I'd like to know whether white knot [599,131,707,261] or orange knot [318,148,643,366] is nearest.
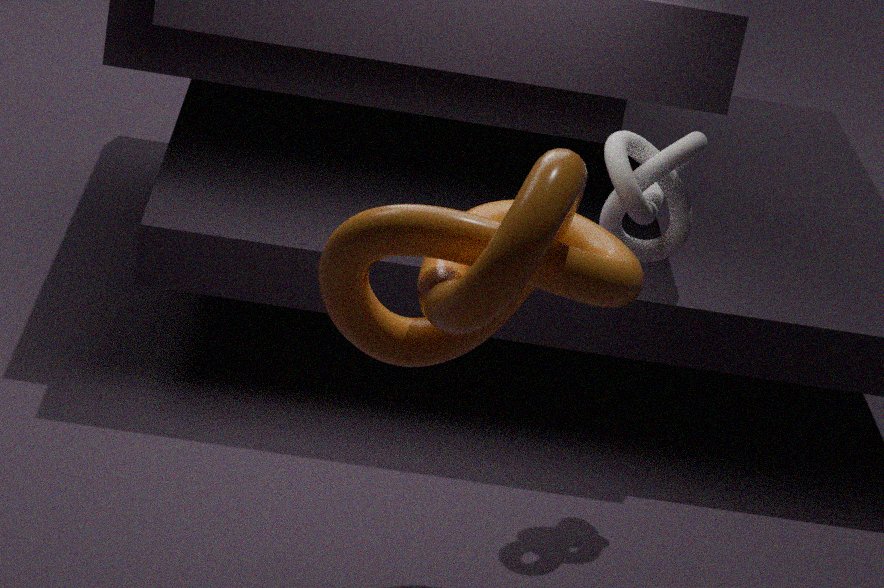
orange knot [318,148,643,366]
